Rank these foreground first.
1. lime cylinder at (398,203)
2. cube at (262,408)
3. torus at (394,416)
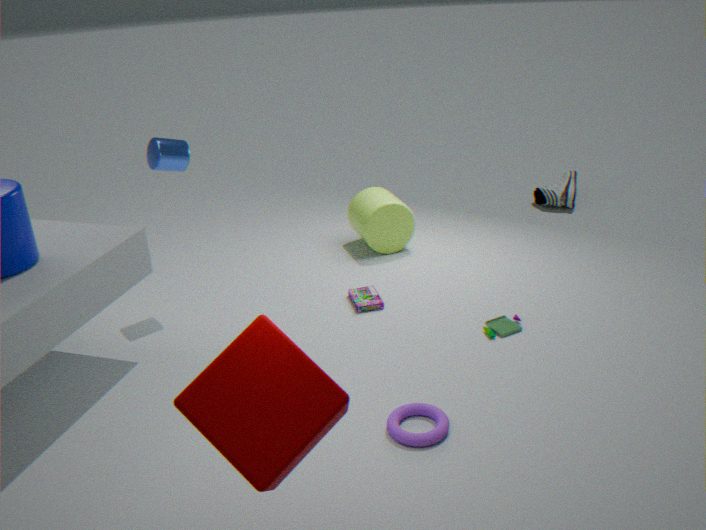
cube at (262,408), torus at (394,416), lime cylinder at (398,203)
